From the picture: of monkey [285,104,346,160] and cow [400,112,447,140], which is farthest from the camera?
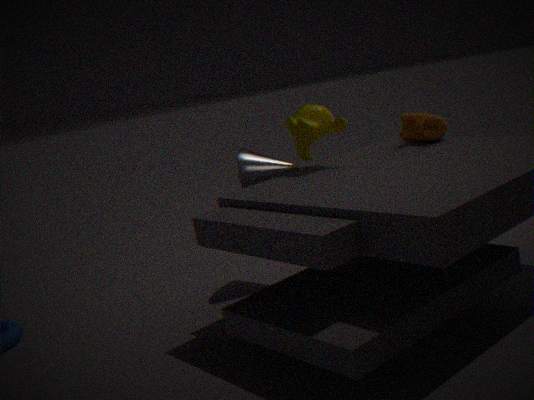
cow [400,112,447,140]
